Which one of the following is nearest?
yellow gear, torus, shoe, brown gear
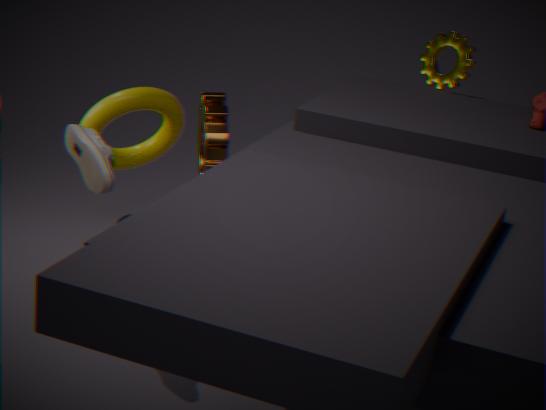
shoe
